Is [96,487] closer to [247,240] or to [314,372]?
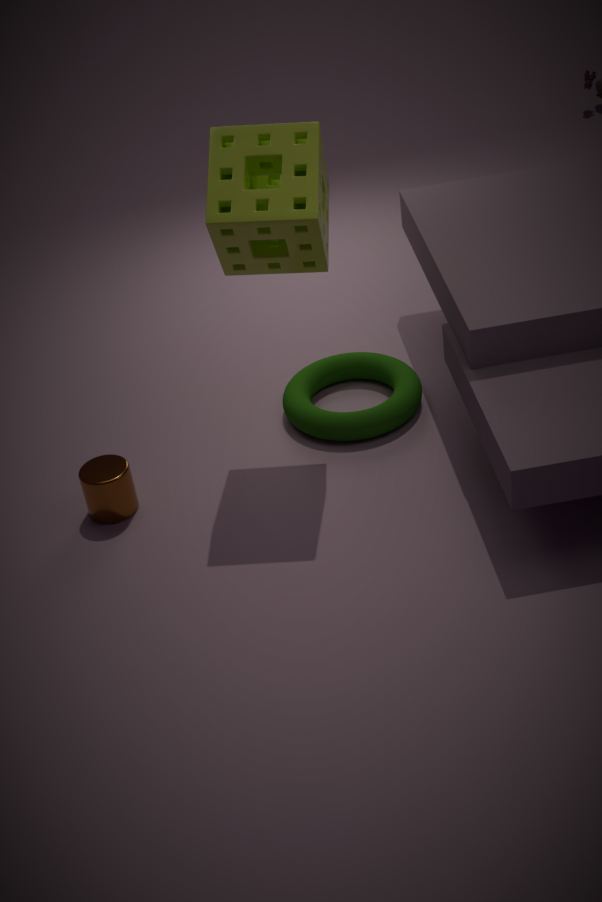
[314,372]
